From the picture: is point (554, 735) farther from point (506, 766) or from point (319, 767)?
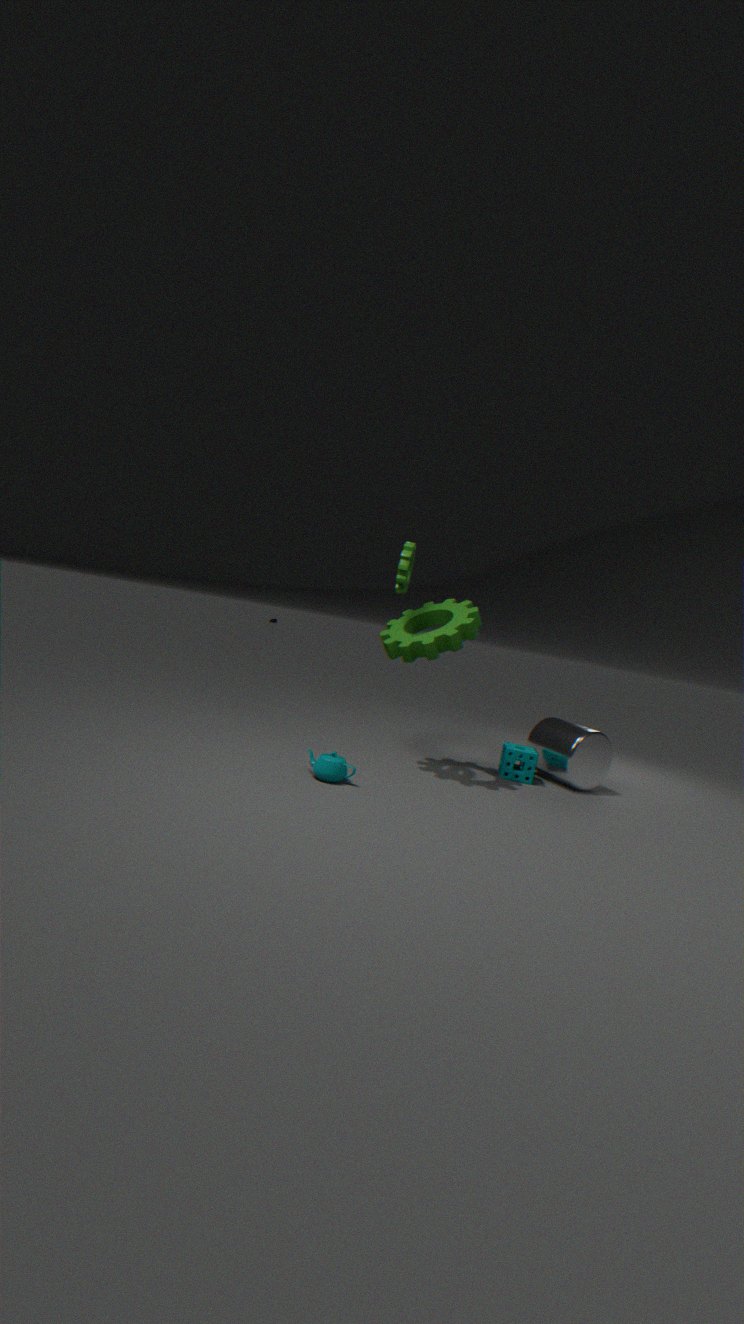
point (319, 767)
